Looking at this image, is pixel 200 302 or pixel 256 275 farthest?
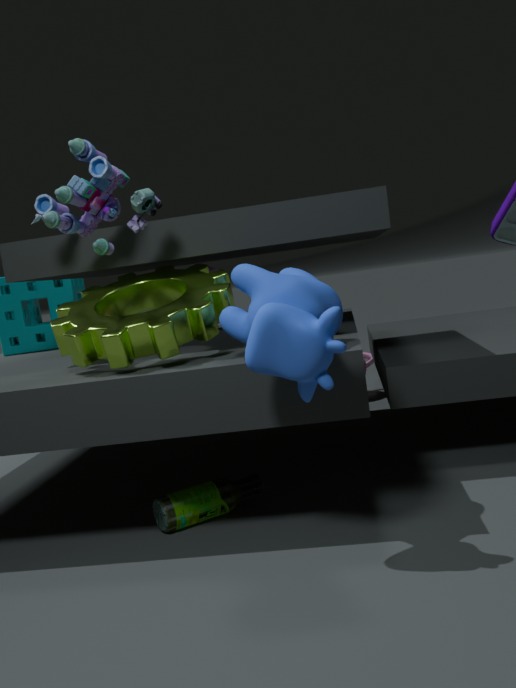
pixel 200 302
